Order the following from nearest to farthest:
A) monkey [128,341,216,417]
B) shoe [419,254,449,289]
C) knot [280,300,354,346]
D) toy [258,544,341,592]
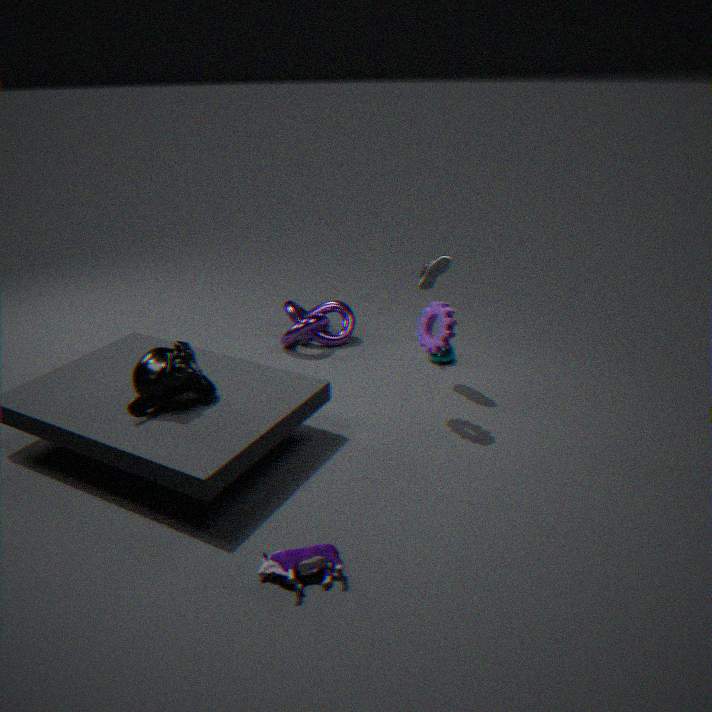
toy [258,544,341,592] → monkey [128,341,216,417] → shoe [419,254,449,289] → knot [280,300,354,346]
